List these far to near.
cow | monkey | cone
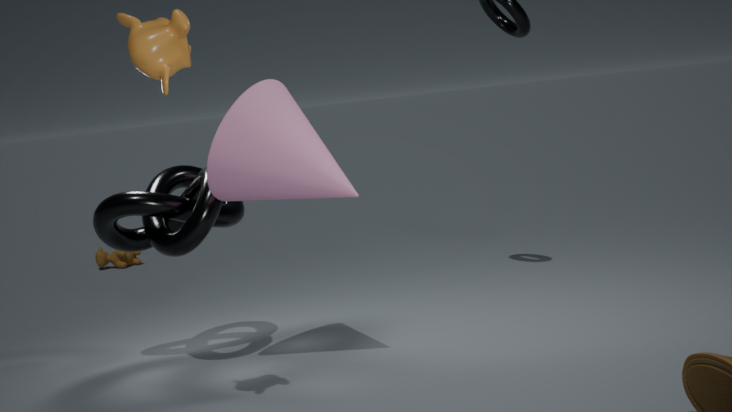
1. cow
2. cone
3. monkey
